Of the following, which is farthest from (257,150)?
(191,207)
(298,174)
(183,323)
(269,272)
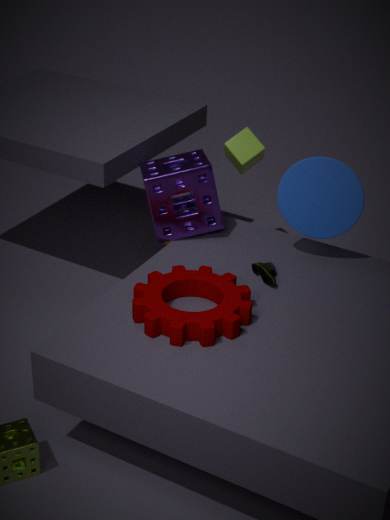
(183,323)
